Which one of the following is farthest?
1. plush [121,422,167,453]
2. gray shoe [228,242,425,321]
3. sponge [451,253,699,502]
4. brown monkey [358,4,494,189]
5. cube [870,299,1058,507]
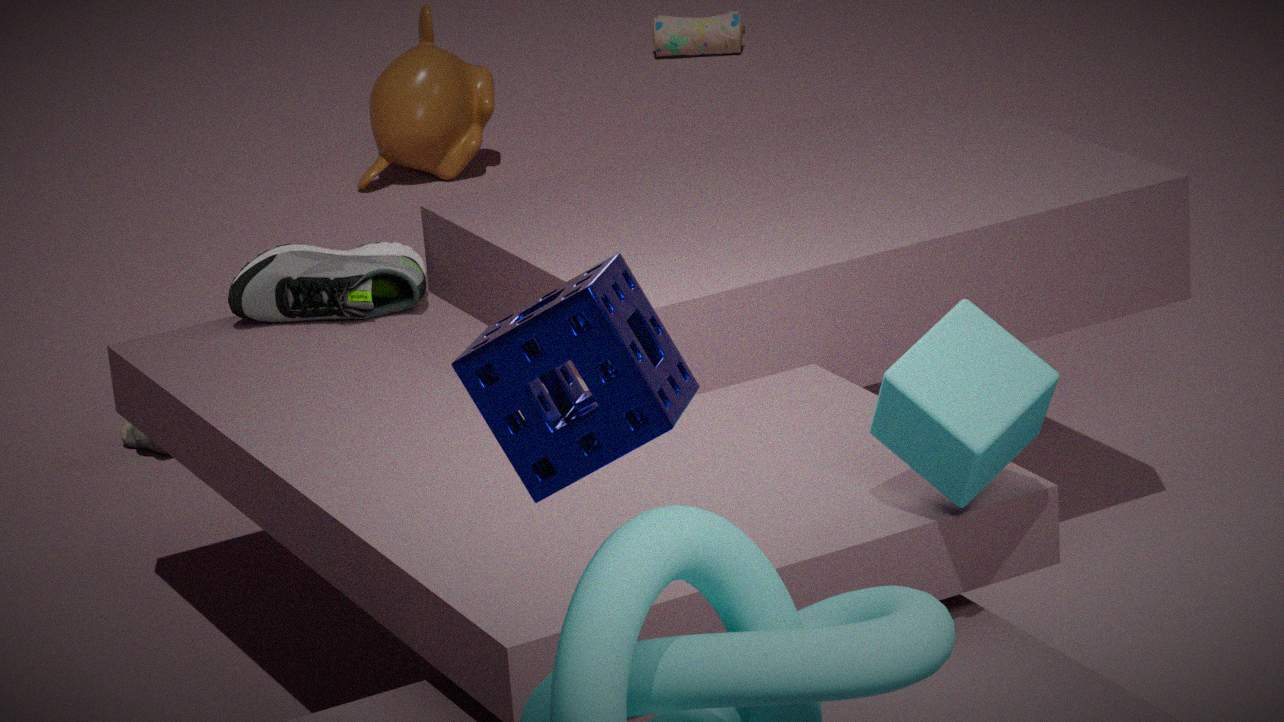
brown monkey [358,4,494,189]
